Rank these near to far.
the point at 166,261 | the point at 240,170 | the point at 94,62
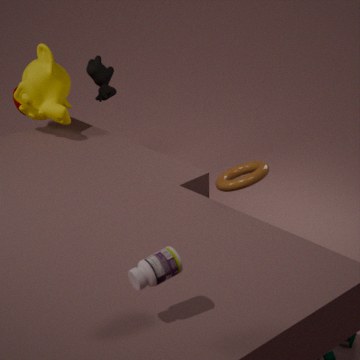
the point at 166,261 → the point at 240,170 → the point at 94,62
